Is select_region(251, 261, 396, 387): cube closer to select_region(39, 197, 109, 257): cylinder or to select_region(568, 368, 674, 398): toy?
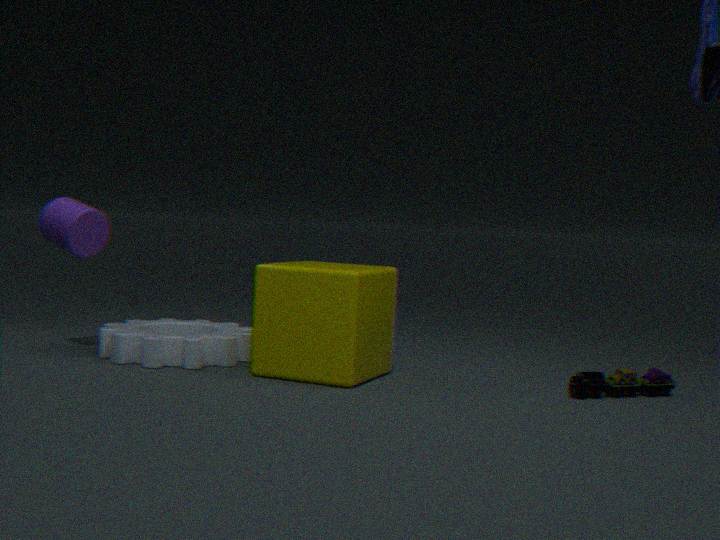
select_region(568, 368, 674, 398): toy
